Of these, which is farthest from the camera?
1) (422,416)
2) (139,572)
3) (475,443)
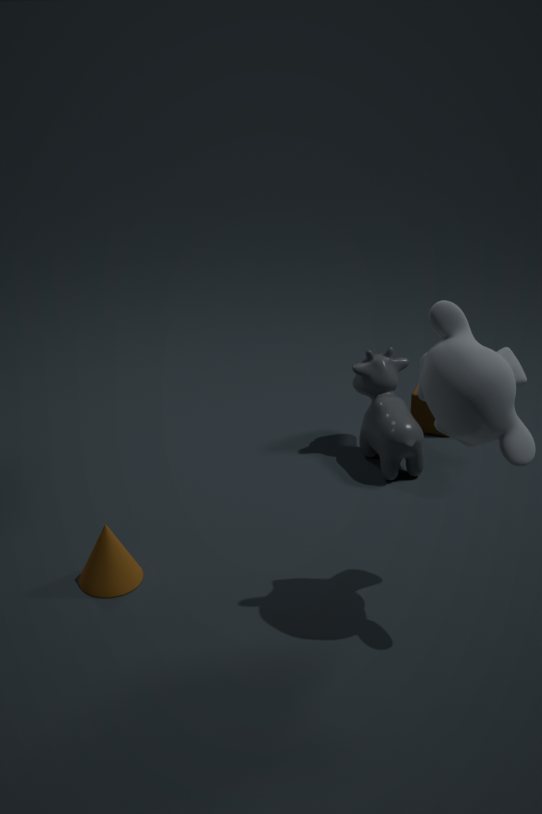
1. (422,416)
